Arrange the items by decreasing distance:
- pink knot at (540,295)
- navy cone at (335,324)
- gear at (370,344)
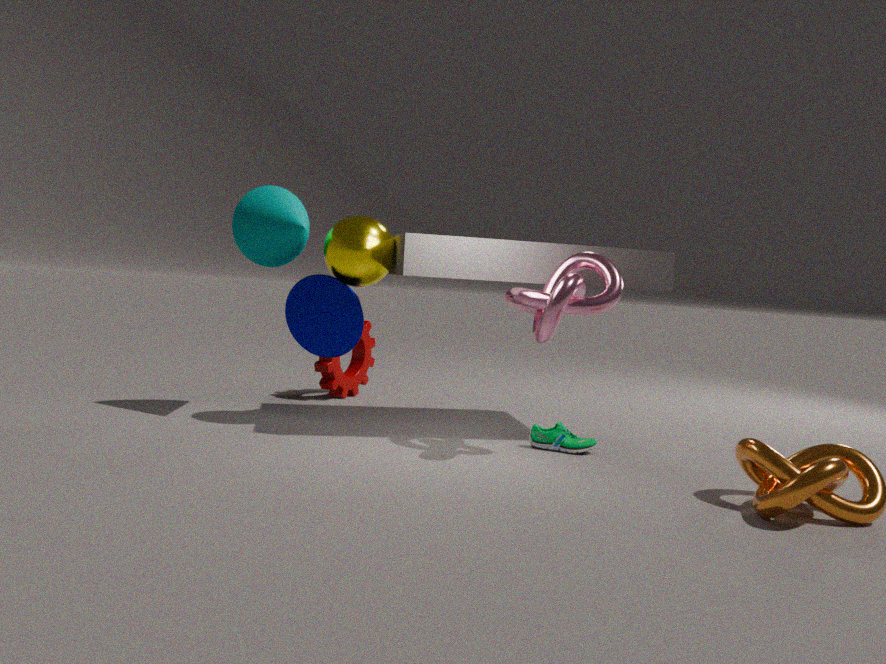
gear at (370,344)
navy cone at (335,324)
pink knot at (540,295)
